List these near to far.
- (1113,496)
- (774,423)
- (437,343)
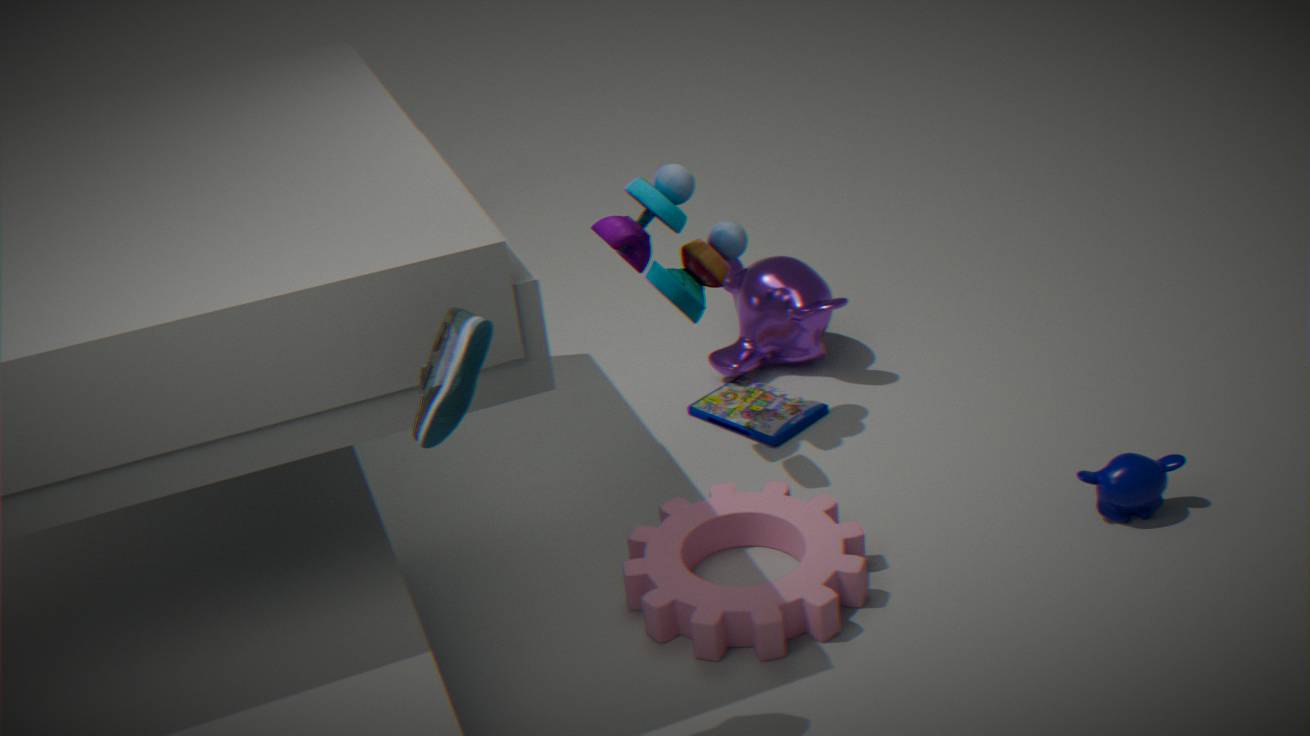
1. (437,343)
2. (1113,496)
3. (774,423)
